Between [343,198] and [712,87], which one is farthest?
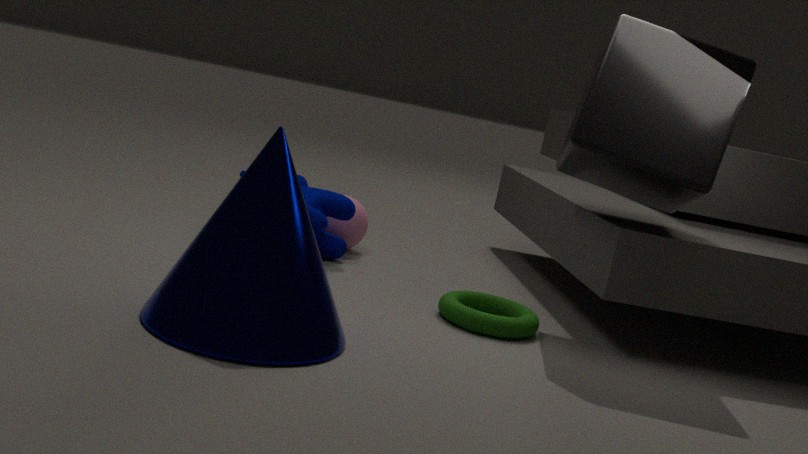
[343,198]
